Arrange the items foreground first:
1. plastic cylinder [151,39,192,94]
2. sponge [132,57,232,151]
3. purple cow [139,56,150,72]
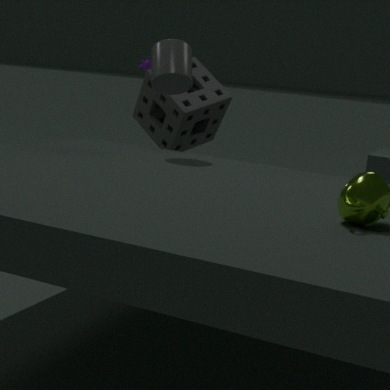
plastic cylinder [151,39,192,94]
sponge [132,57,232,151]
purple cow [139,56,150,72]
